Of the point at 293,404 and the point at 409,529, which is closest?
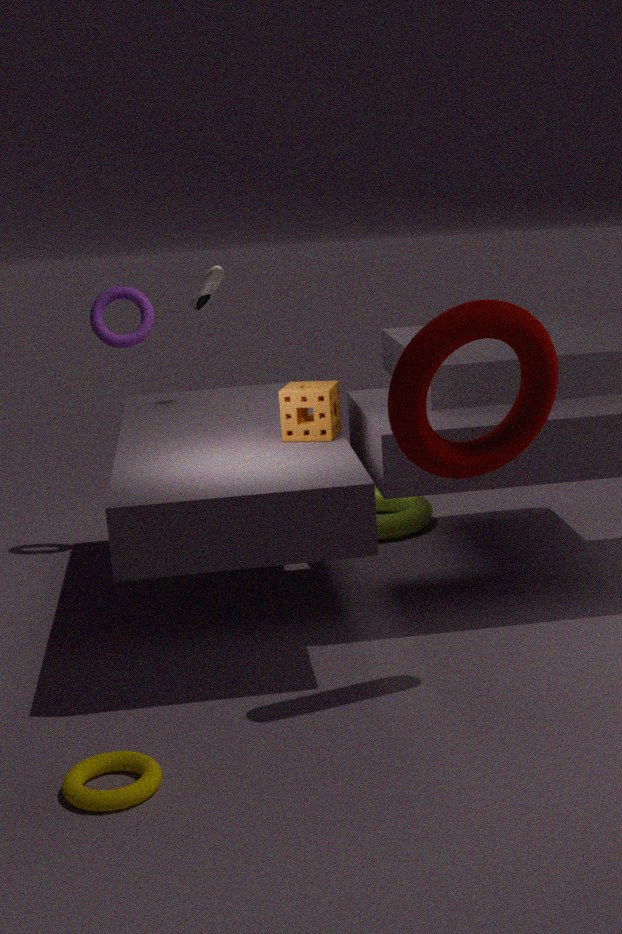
the point at 293,404
